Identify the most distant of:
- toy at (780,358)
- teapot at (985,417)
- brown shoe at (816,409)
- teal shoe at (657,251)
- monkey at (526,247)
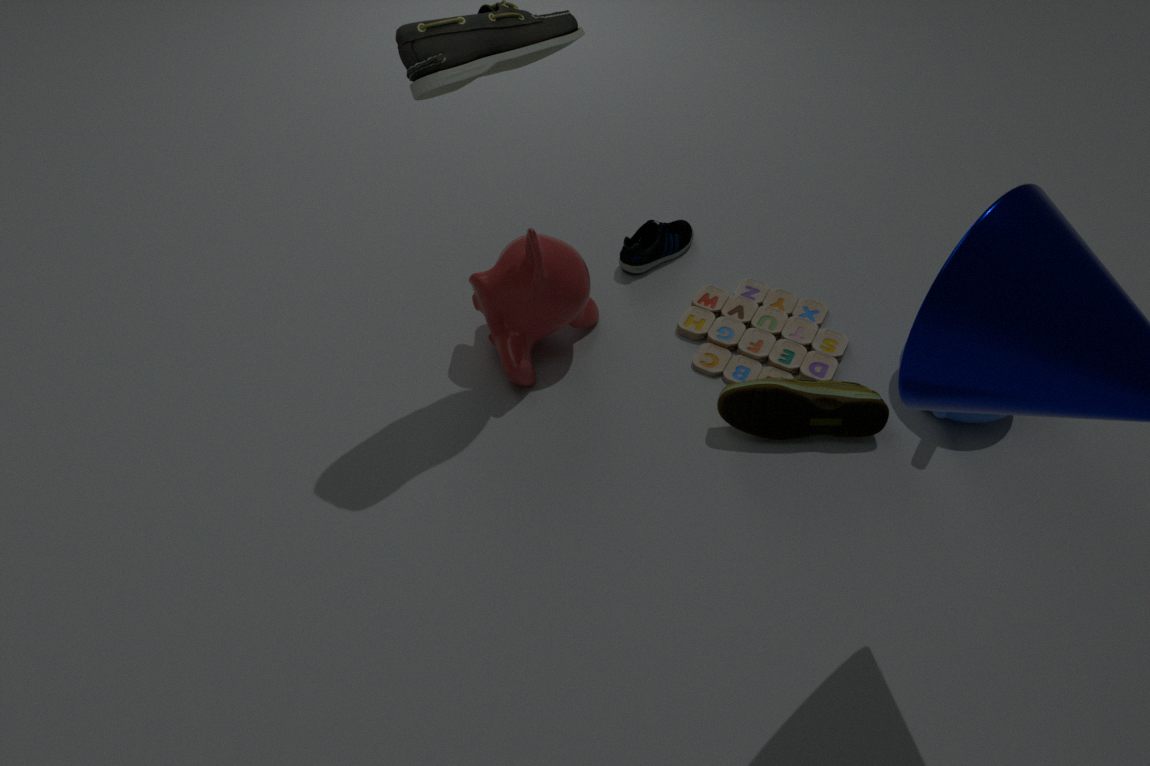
teal shoe at (657,251)
